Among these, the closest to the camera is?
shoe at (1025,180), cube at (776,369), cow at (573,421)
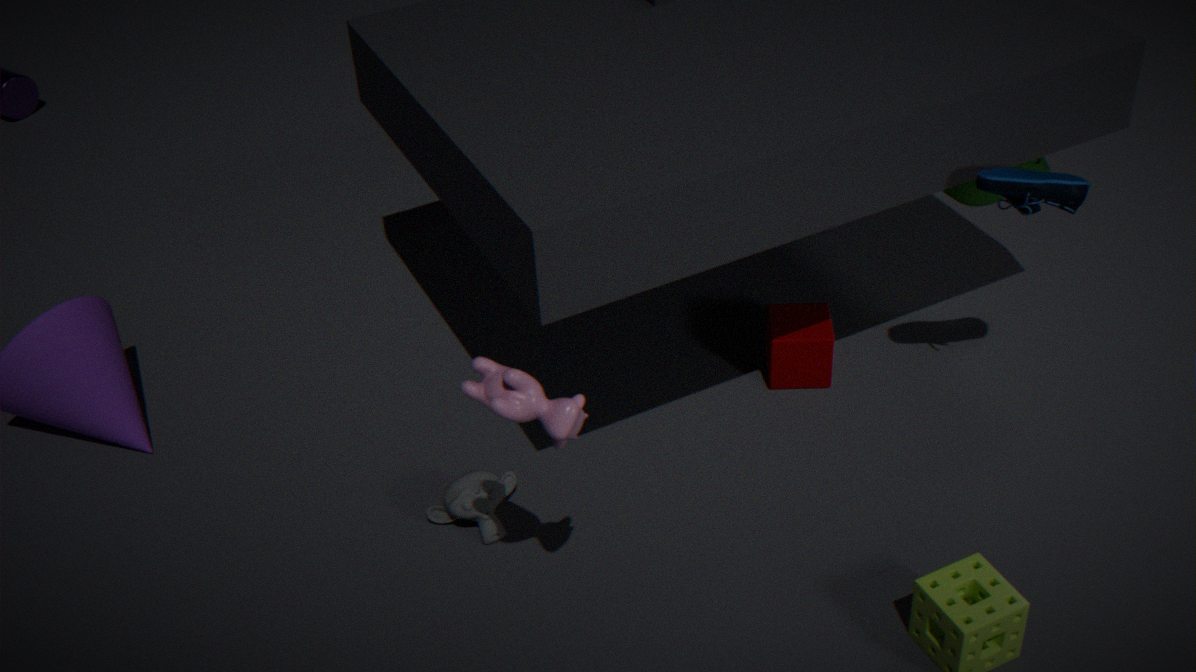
cow at (573,421)
